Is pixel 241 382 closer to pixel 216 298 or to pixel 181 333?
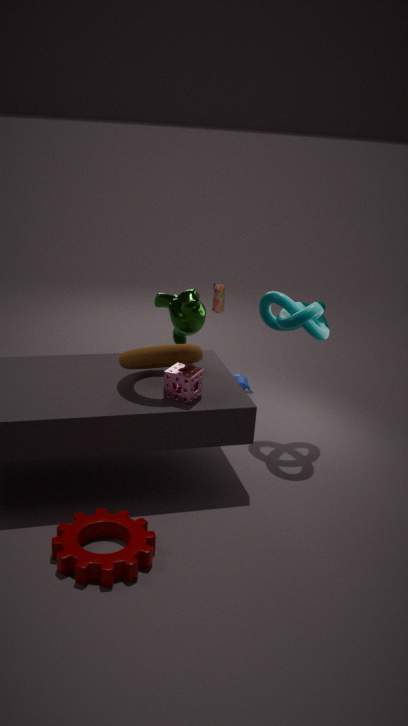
pixel 216 298
